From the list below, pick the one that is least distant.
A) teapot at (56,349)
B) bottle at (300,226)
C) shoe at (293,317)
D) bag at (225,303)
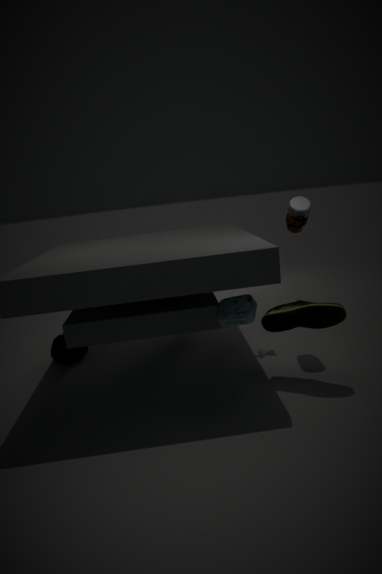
D. bag at (225,303)
